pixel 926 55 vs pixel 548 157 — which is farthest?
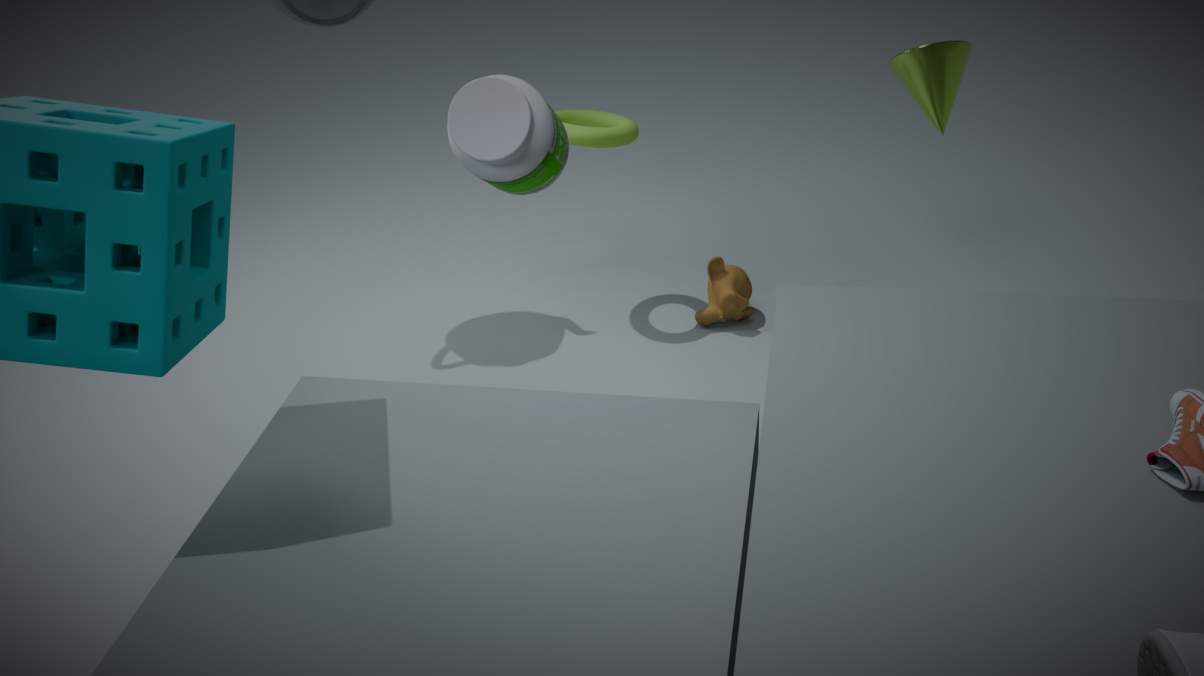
pixel 926 55
